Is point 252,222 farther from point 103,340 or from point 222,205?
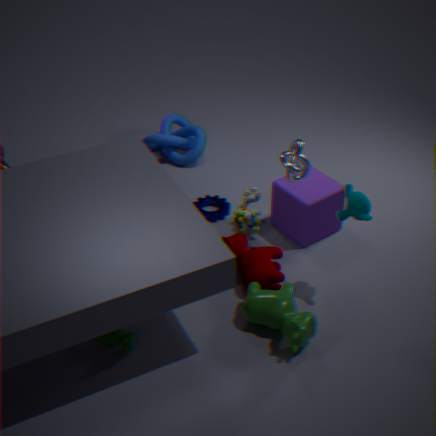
point 103,340
